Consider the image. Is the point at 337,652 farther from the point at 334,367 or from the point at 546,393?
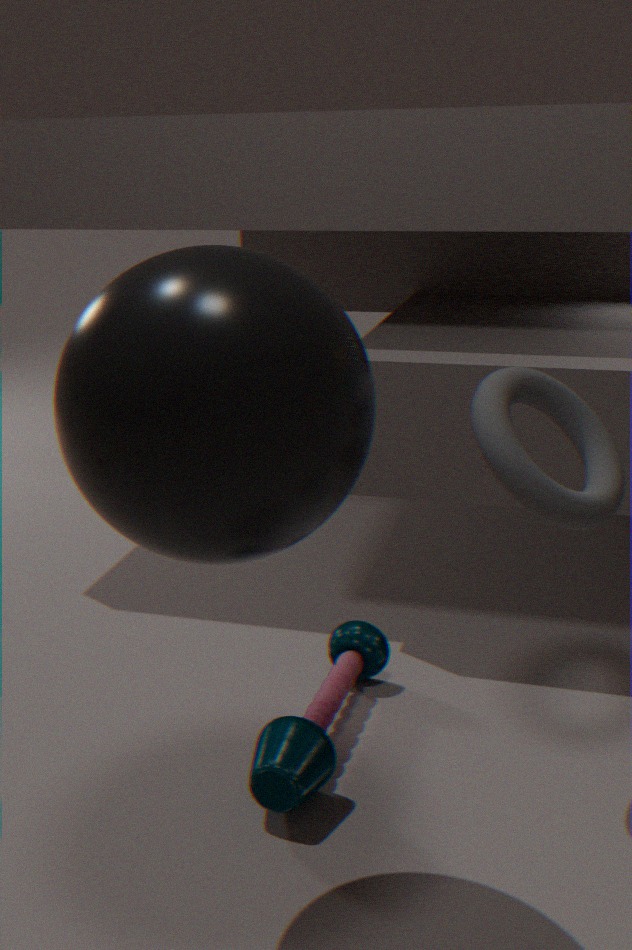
the point at 334,367
